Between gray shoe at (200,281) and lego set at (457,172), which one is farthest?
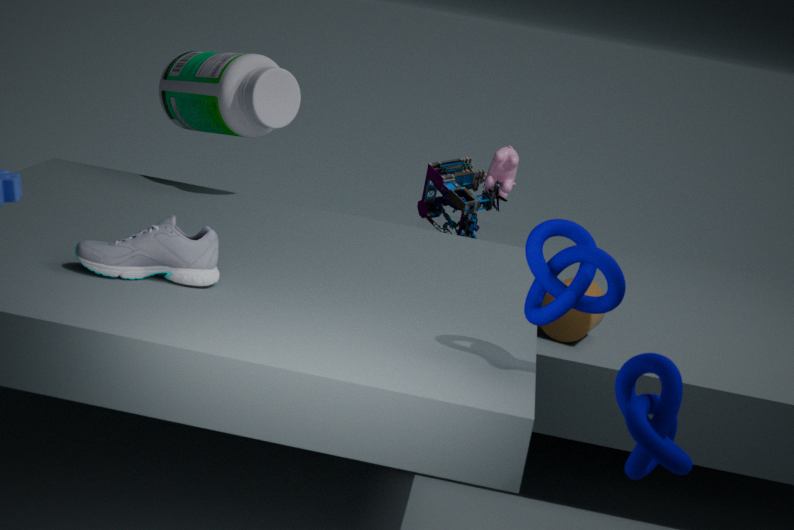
lego set at (457,172)
